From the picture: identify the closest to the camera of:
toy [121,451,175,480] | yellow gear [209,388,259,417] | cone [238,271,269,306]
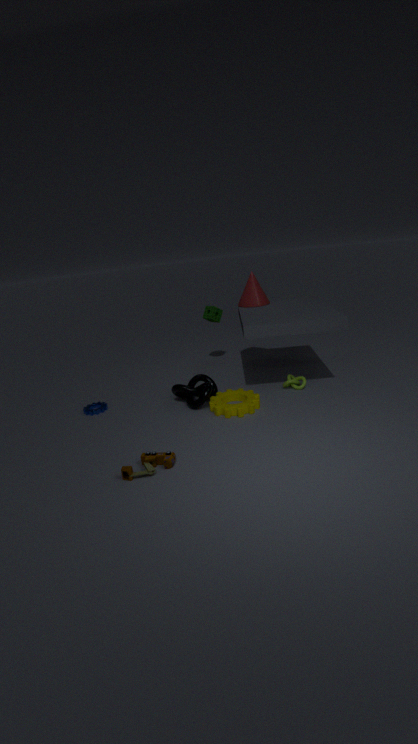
toy [121,451,175,480]
